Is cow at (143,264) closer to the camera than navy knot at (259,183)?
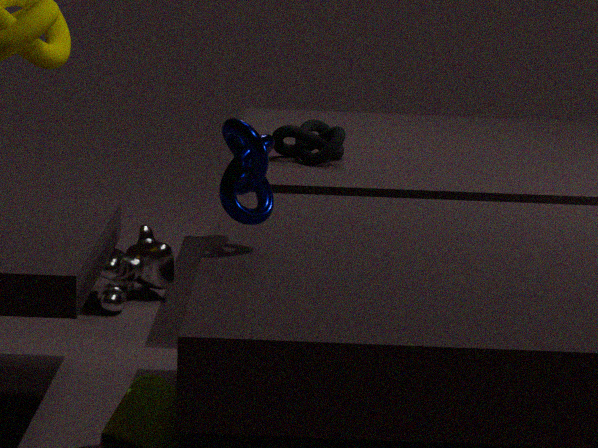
No
